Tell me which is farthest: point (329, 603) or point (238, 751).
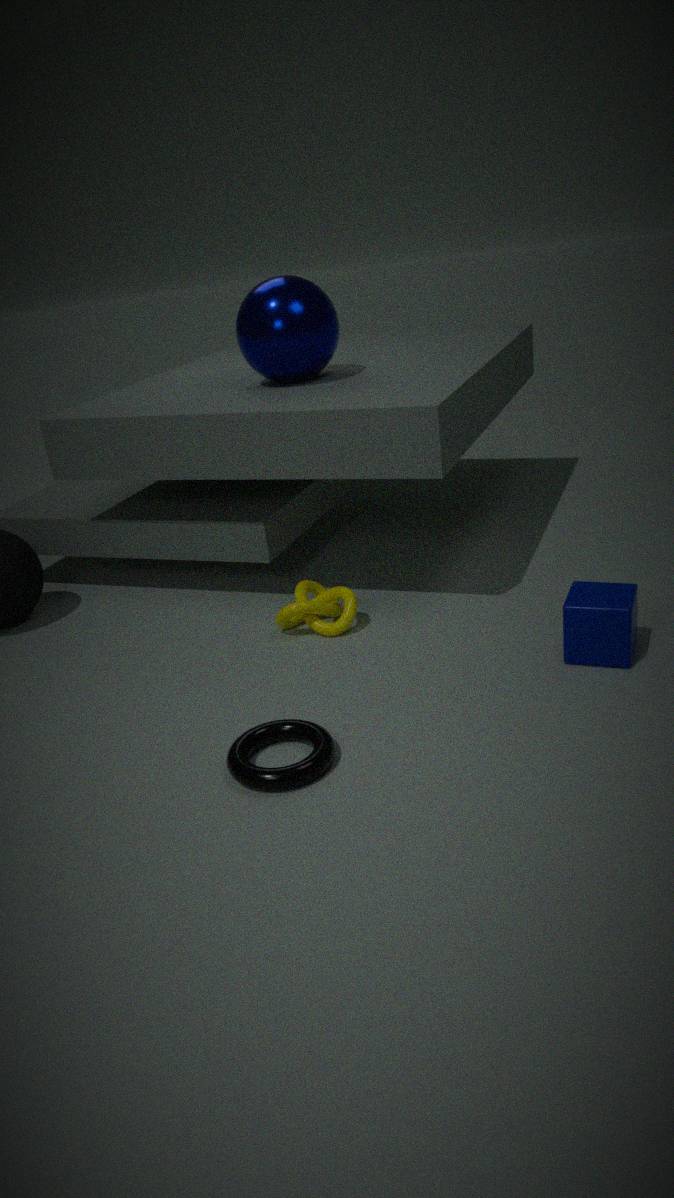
point (329, 603)
